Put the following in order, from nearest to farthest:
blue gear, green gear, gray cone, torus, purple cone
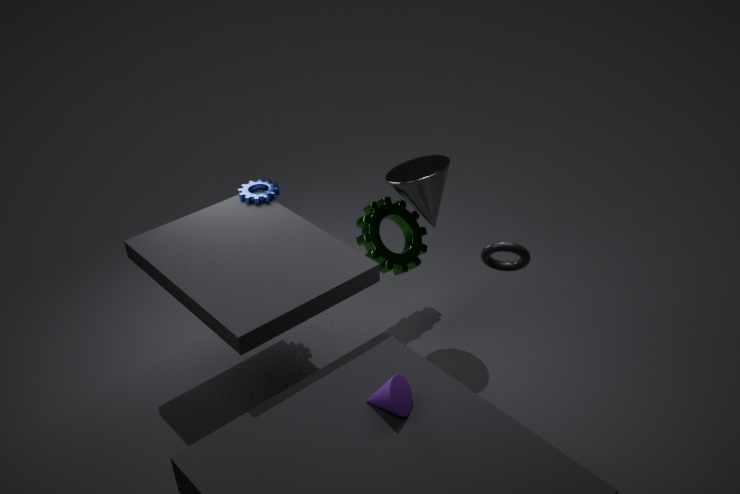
1. purple cone
2. torus
3. gray cone
4. blue gear
5. green gear
